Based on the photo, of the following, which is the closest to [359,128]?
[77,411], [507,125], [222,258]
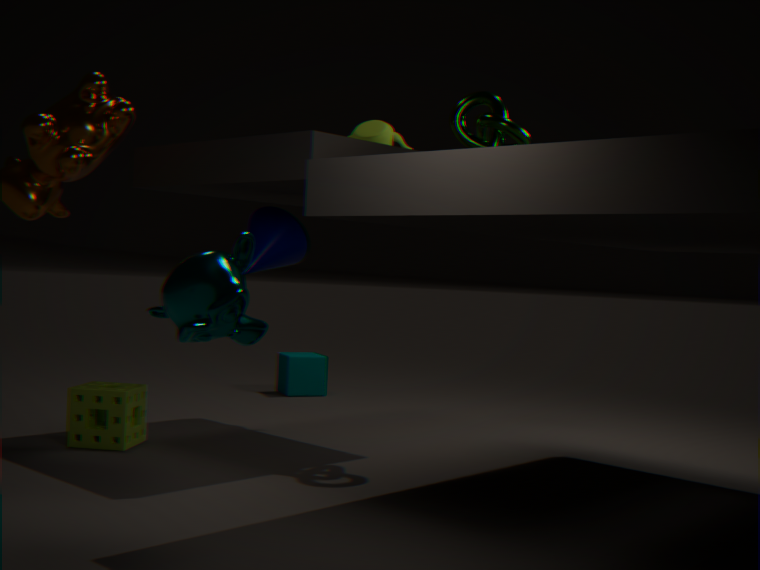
[507,125]
